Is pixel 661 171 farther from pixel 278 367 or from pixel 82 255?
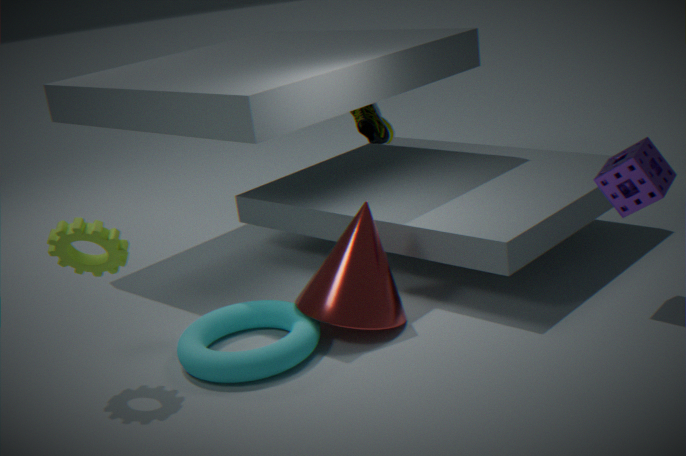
pixel 82 255
